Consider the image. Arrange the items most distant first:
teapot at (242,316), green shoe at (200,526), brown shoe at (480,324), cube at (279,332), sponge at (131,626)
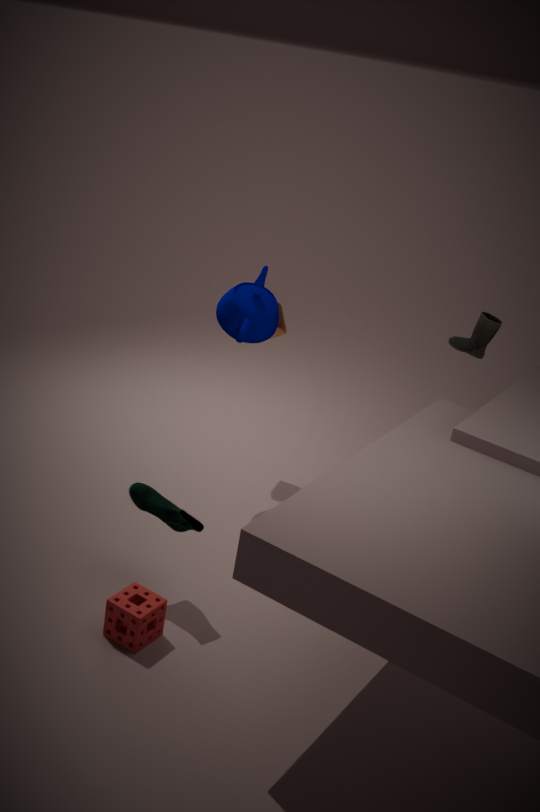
1. brown shoe at (480,324)
2. cube at (279,332)
3. teapot at (242,316)
4. green shoe at (200,526)
5. sponge at (131,626)
